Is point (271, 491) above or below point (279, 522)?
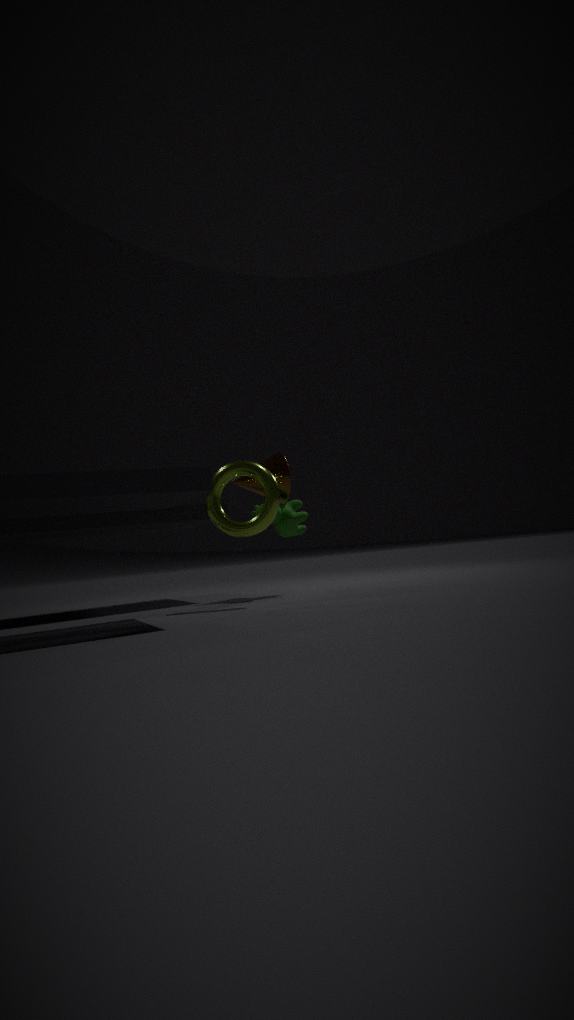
above
